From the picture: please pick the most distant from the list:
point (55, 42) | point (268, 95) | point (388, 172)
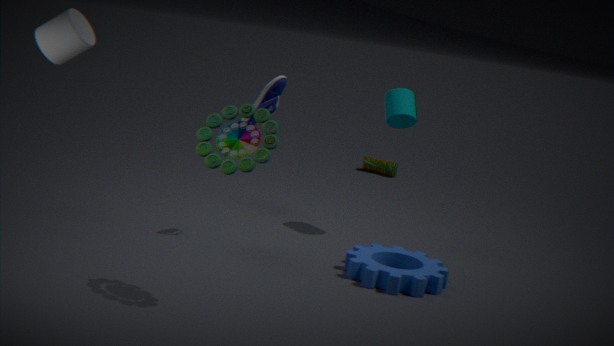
point (388, 172)
